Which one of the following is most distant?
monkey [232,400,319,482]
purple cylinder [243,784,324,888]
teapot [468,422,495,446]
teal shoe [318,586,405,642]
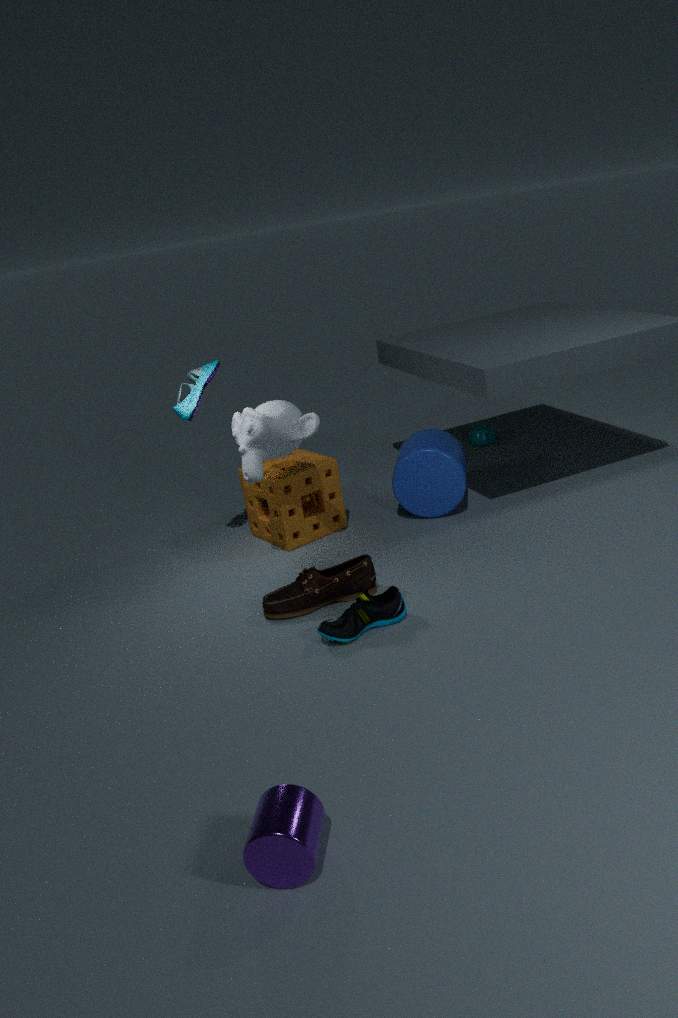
teapot [468,422,495,446]
